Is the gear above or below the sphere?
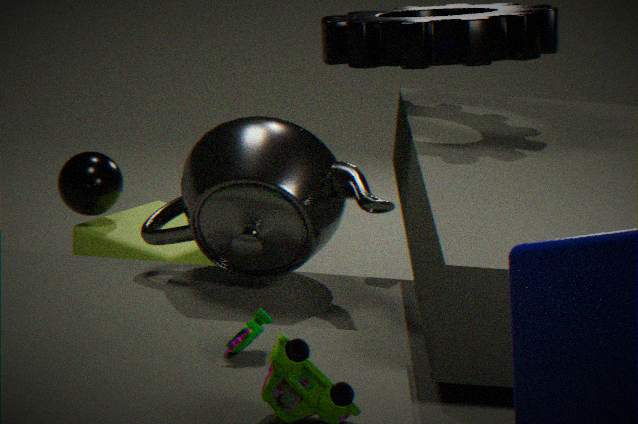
above
